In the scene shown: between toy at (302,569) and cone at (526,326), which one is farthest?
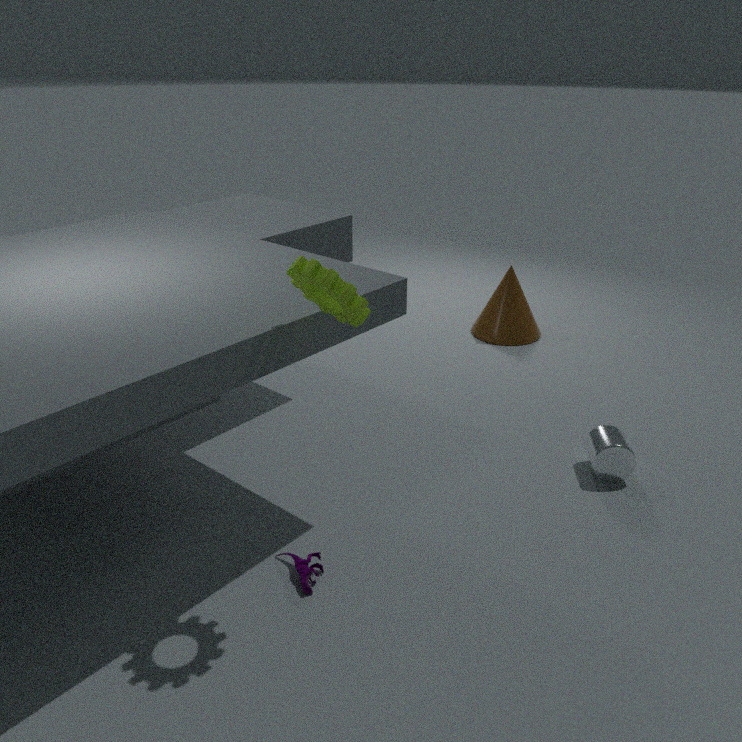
cone at (526,326)
